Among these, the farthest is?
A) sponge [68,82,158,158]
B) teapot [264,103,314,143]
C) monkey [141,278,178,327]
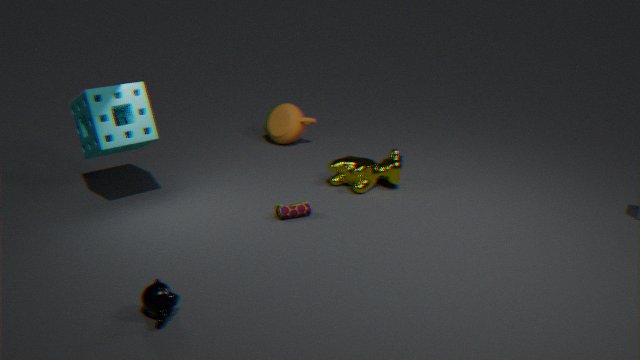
teapot [264,103,314,143]
